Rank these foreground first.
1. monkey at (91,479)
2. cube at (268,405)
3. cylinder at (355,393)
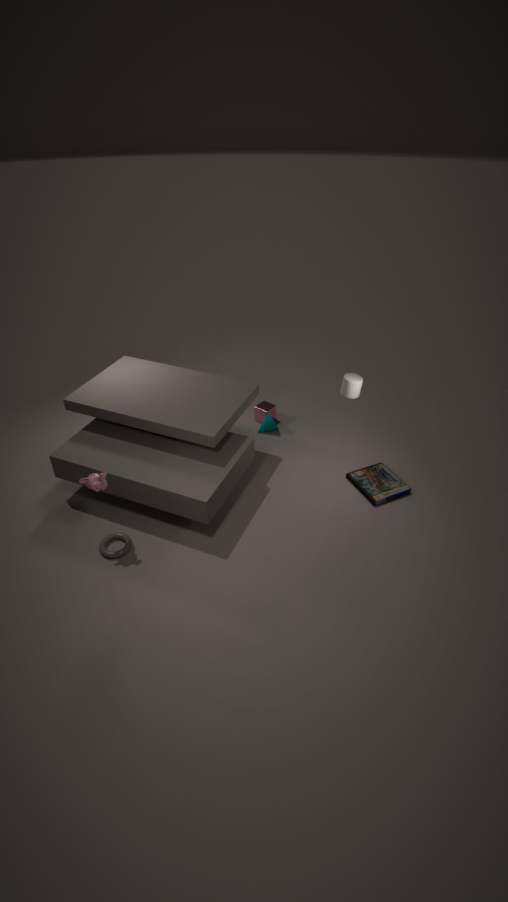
monkey at (91,479), cylinder at (355,393), cube at (268,405)
